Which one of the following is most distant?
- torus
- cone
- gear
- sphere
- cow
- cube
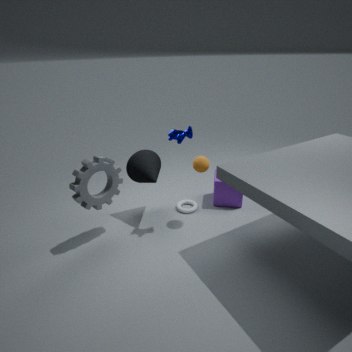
cube
